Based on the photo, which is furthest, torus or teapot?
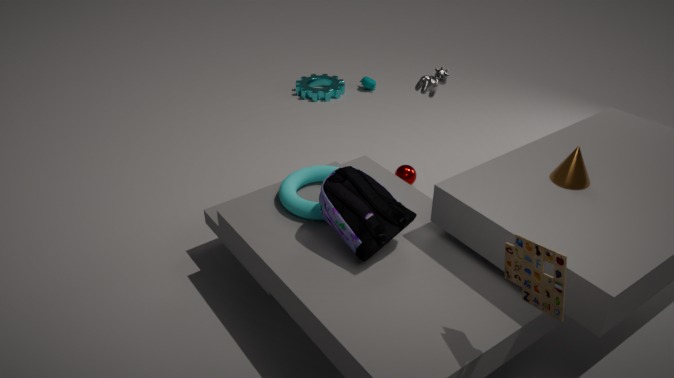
teapot
